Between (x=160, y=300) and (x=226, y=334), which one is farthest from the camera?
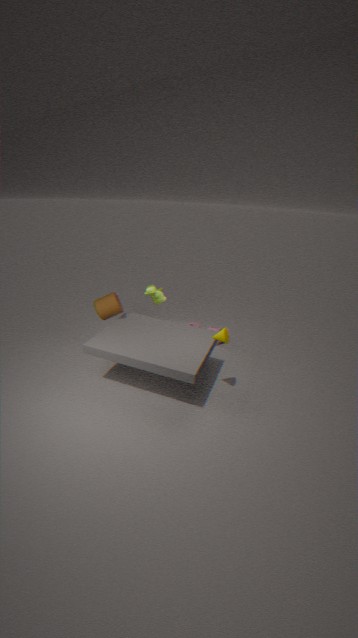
(x=160, y=300)
